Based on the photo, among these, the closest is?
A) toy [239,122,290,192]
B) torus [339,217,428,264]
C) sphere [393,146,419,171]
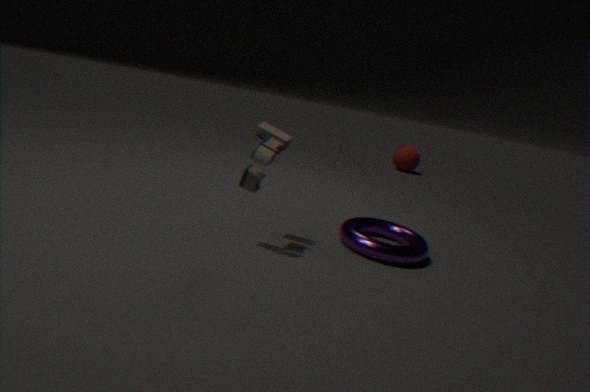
toy [239,122,290,192]
